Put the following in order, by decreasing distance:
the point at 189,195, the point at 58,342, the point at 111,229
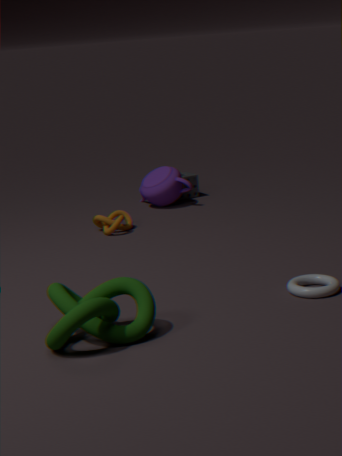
the point at 189,195 < the point at 111,229 < the point at 58,342
